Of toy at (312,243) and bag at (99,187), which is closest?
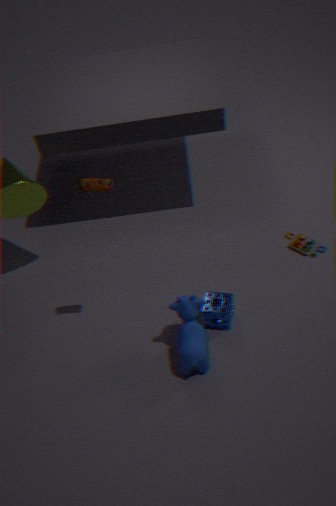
bag at (99,187)
